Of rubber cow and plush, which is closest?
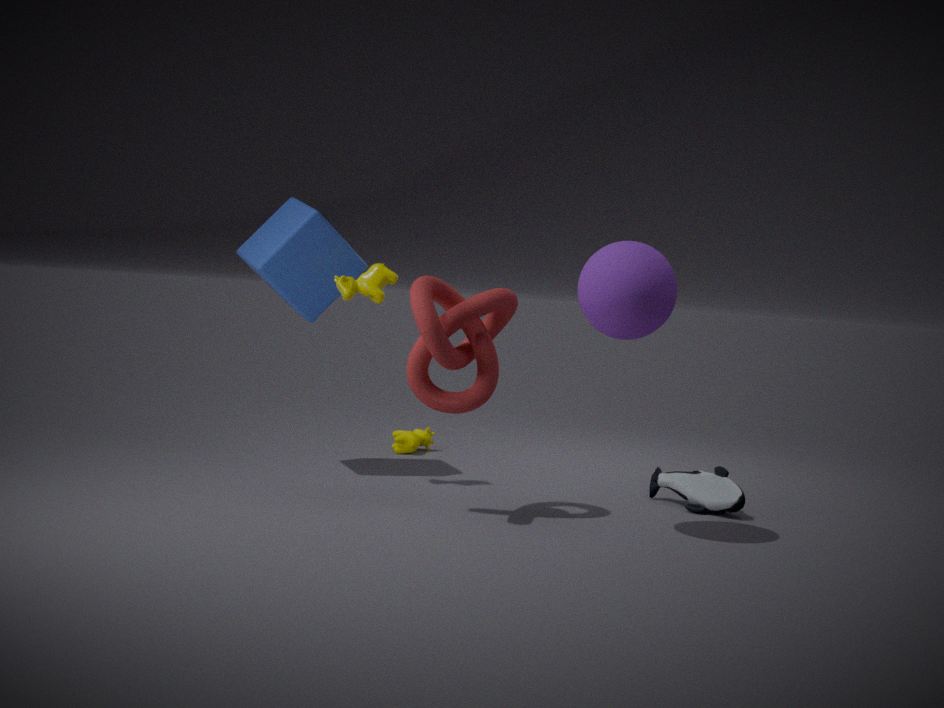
plush
